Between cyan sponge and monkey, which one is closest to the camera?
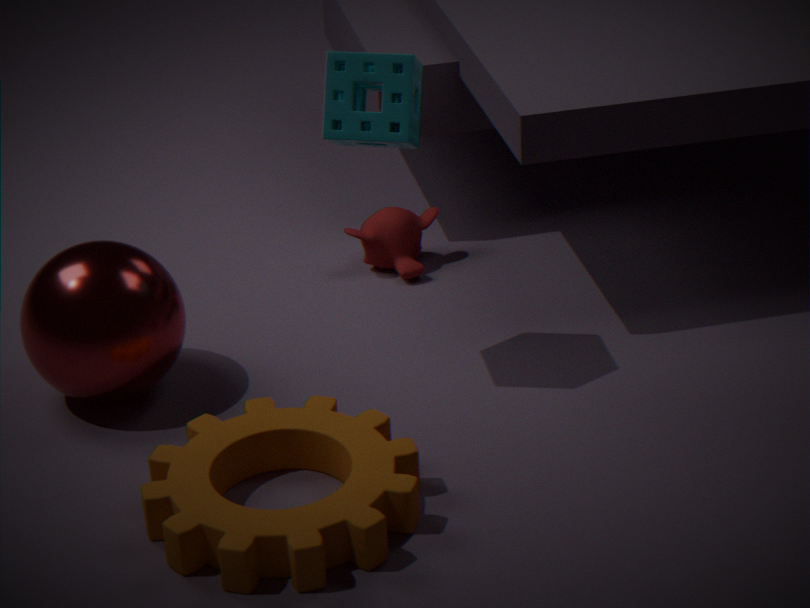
cyan sponge
